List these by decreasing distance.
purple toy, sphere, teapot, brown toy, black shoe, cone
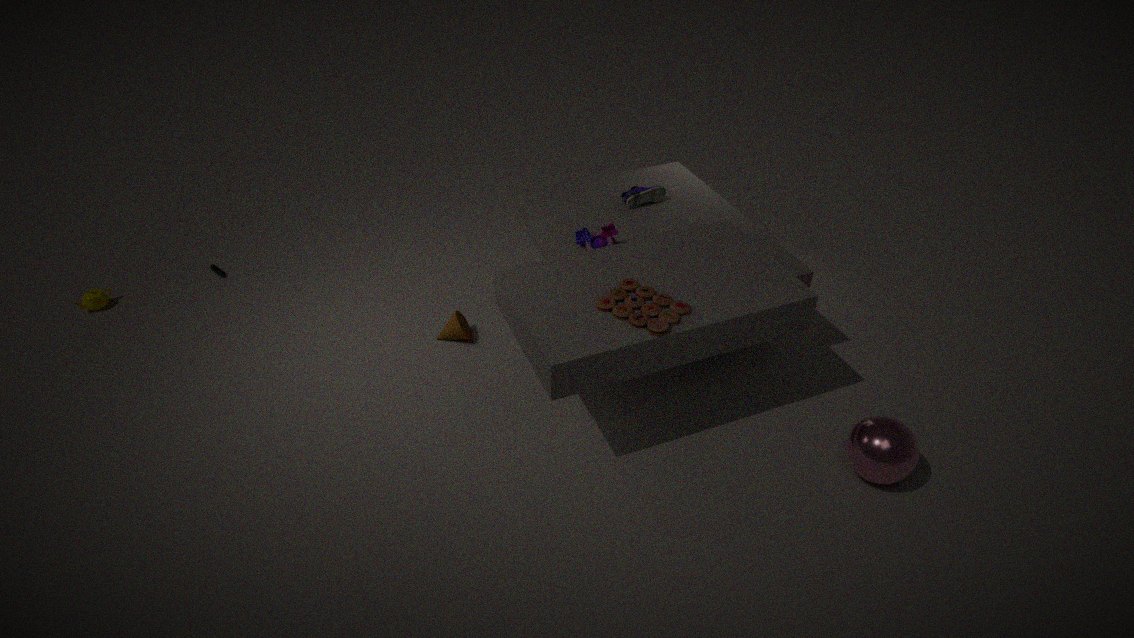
teapot, black shoe, cone, purple toy, brown toy, sphere
